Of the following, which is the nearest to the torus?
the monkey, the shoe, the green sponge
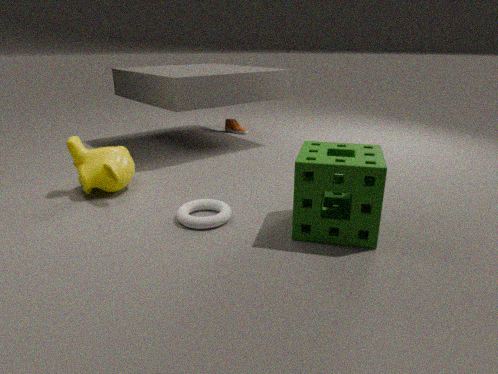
the green sponge
